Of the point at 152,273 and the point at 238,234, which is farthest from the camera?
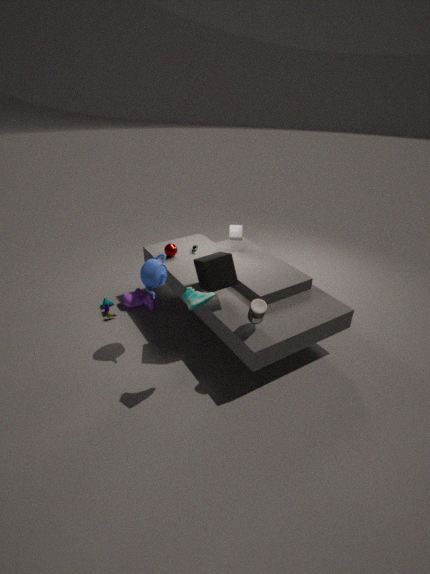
the point at 238,234
